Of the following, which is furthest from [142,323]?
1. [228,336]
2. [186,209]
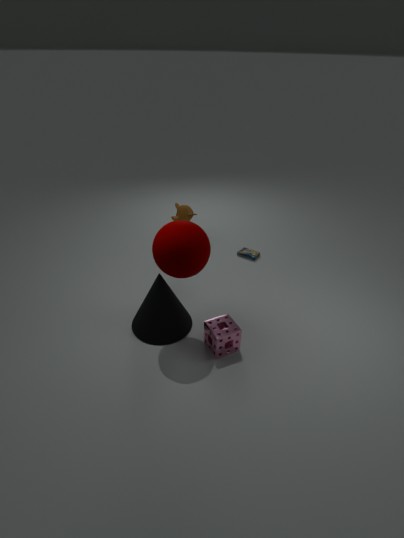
[186,209]
